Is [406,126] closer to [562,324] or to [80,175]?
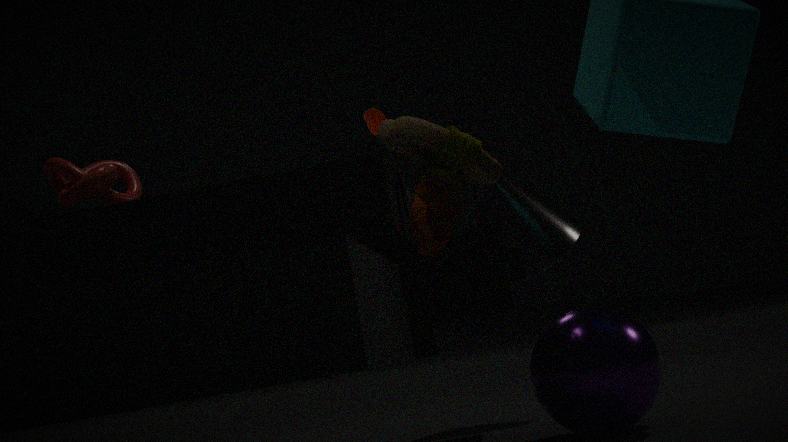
[562,324]
